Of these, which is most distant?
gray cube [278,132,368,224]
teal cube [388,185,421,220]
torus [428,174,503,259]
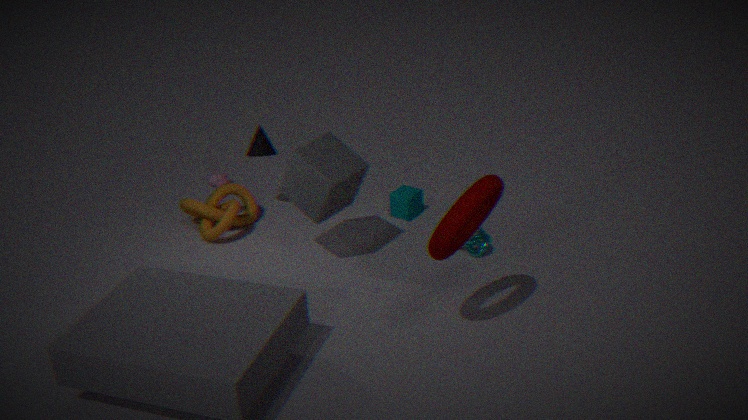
teal cube [388,185,421,220]
